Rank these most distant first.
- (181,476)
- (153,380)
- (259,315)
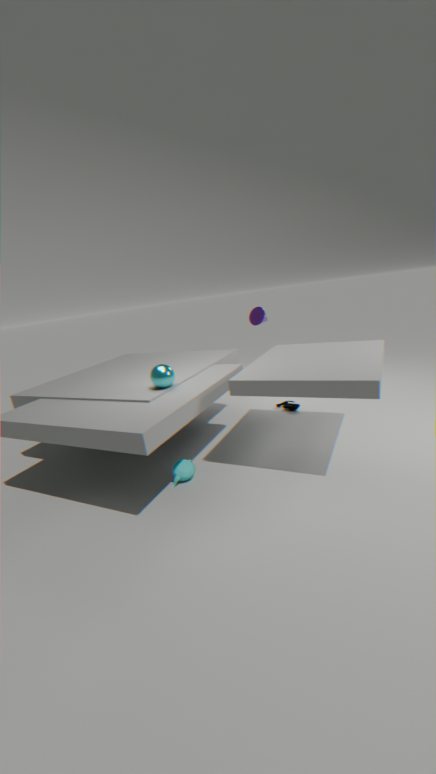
(259,315) → (181,476) → (153,380)
